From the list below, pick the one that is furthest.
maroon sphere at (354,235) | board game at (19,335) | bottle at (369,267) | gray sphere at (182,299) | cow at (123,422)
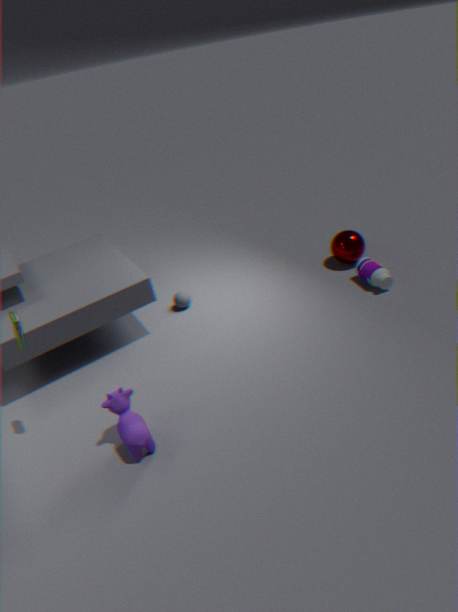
maroon sphere at (354,235)
